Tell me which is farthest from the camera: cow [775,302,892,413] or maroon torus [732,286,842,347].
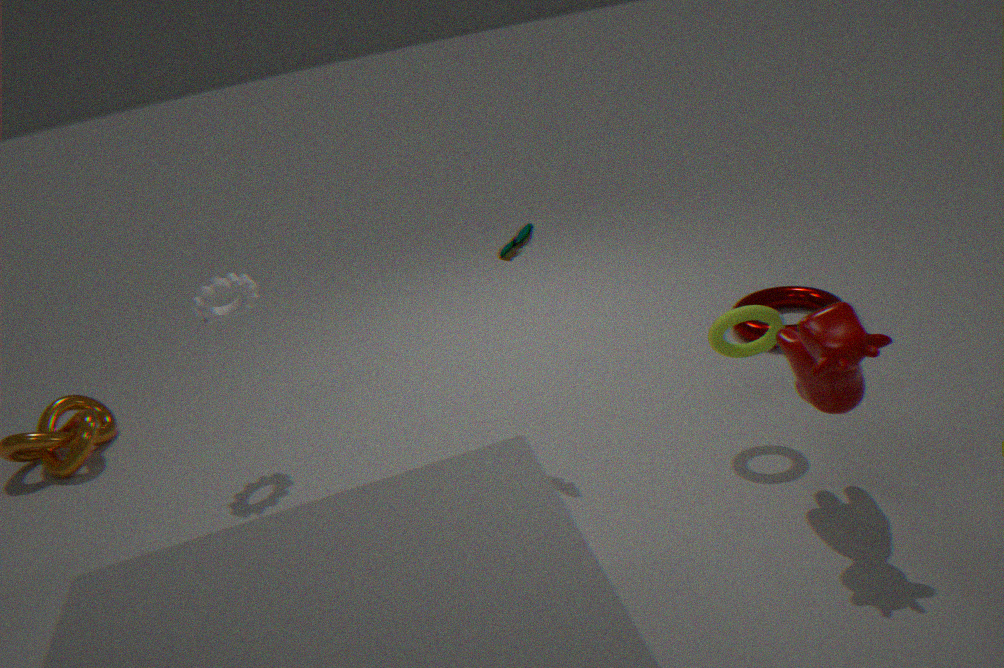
maroon torus [732,286,842,347]
